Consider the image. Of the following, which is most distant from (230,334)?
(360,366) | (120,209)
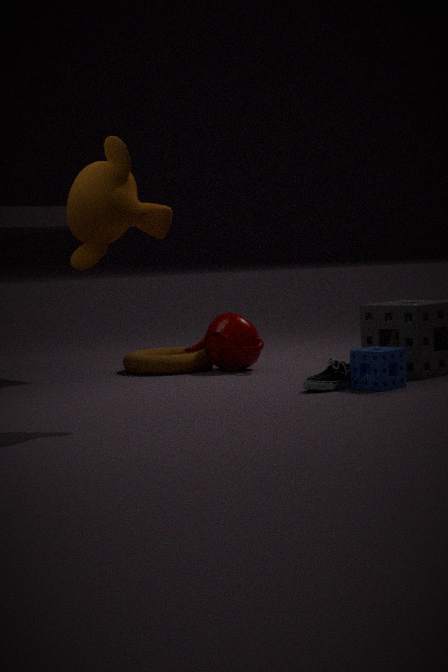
(120,209)
